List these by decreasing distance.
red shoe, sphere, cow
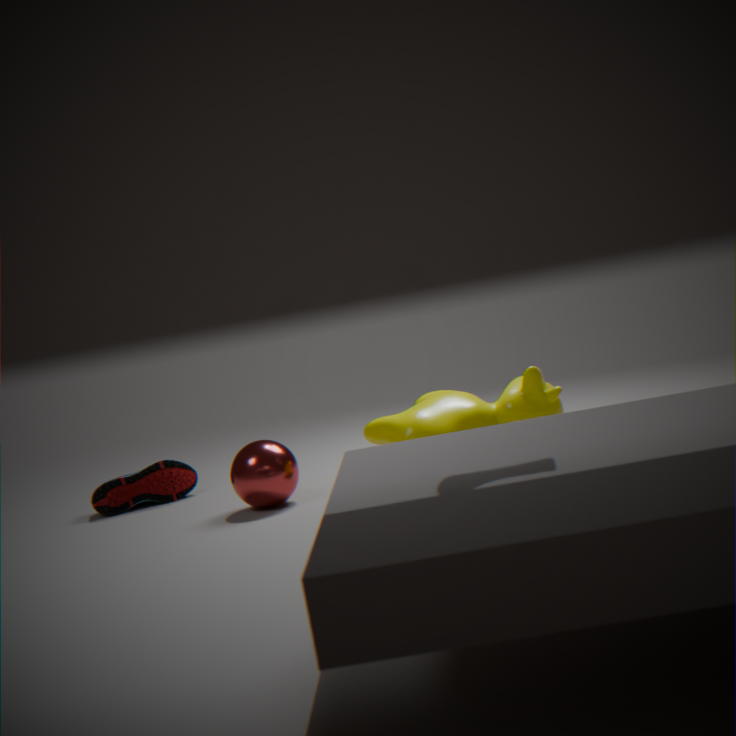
red shoe, sphere, cow
